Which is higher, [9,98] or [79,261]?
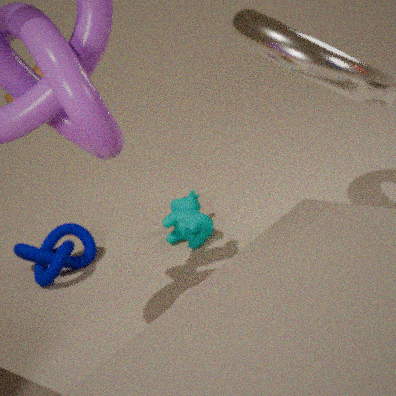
[9,98]
